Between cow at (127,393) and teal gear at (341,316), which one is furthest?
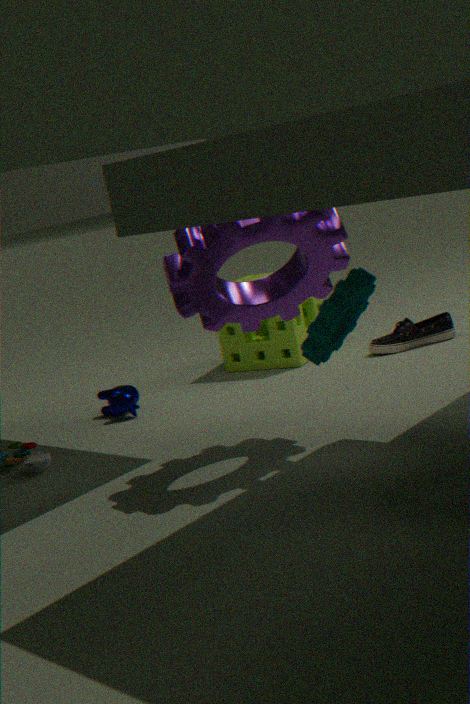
cow at (127,393)
